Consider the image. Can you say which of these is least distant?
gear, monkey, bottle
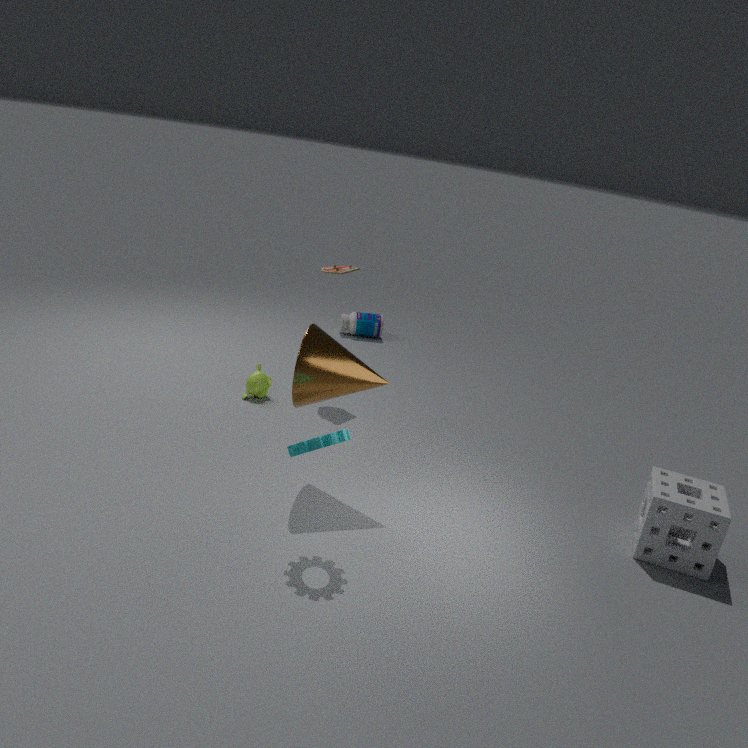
gear
